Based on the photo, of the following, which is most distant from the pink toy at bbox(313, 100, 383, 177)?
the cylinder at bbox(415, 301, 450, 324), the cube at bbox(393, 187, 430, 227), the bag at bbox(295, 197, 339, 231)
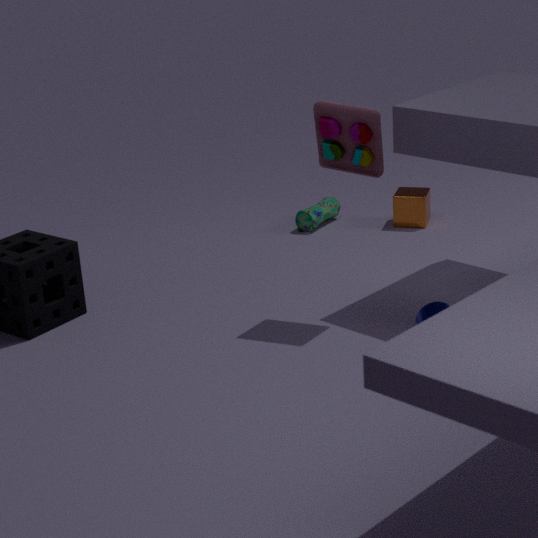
the cube at bbox(393, 187, 430, 227)
